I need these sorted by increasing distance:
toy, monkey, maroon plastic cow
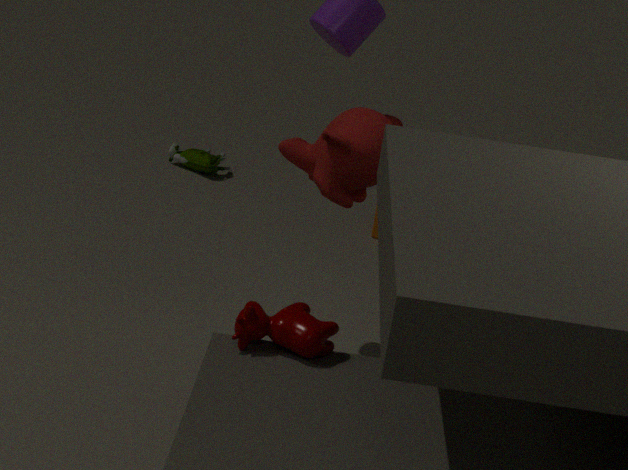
maroon plastic cow < monkey < toy
